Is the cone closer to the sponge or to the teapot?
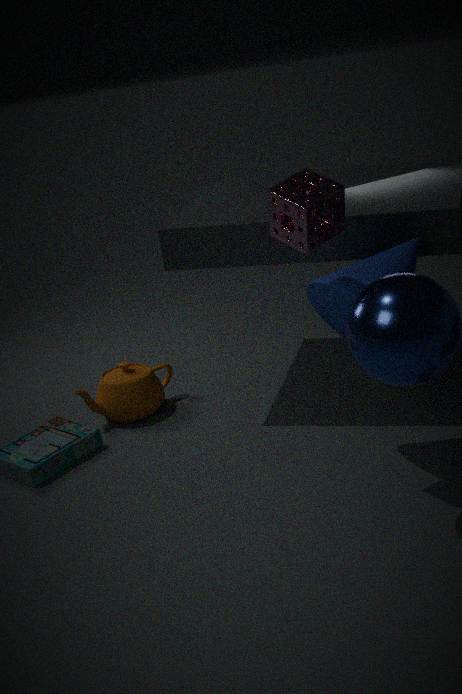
the sponge
